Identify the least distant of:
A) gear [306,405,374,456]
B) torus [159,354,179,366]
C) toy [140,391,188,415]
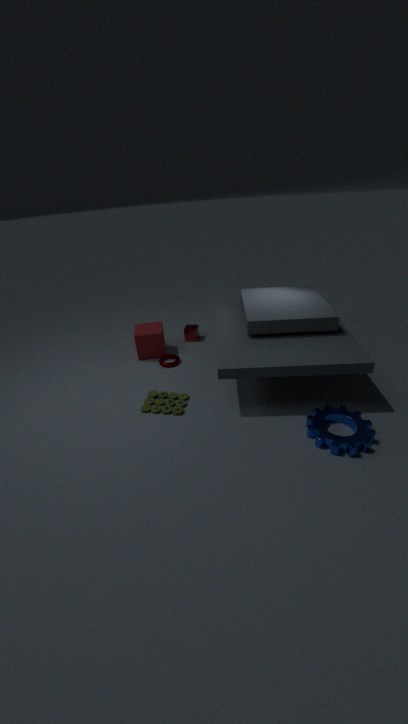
gear [306,405,374,456]
